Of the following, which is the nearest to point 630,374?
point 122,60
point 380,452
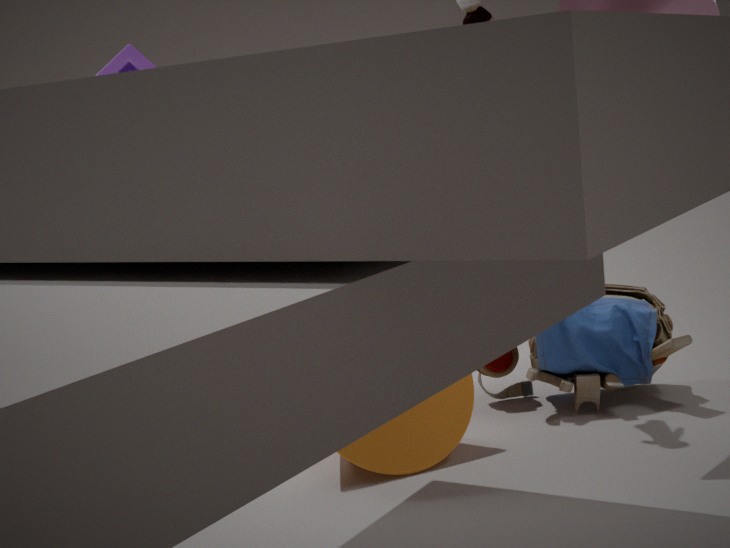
point 380,452
